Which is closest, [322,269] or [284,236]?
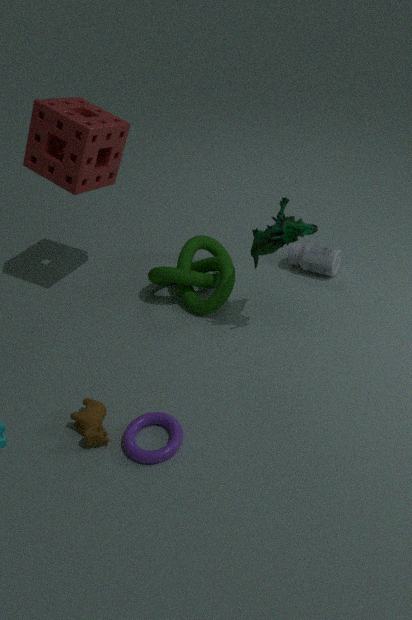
[284,236]
